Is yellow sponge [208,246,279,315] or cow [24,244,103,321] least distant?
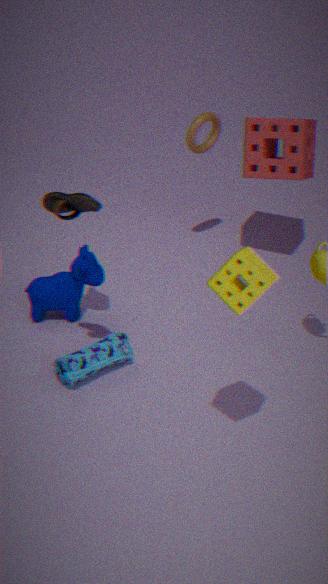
yellow sponge [208,246,279,315]
